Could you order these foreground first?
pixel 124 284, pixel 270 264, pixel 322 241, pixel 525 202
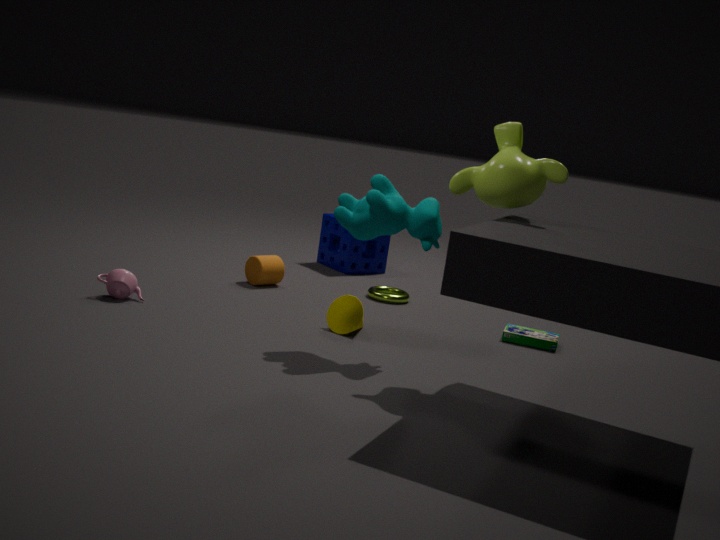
pixel 525 202, pixel 124 284, pixel 270 264, pixel 322 241
